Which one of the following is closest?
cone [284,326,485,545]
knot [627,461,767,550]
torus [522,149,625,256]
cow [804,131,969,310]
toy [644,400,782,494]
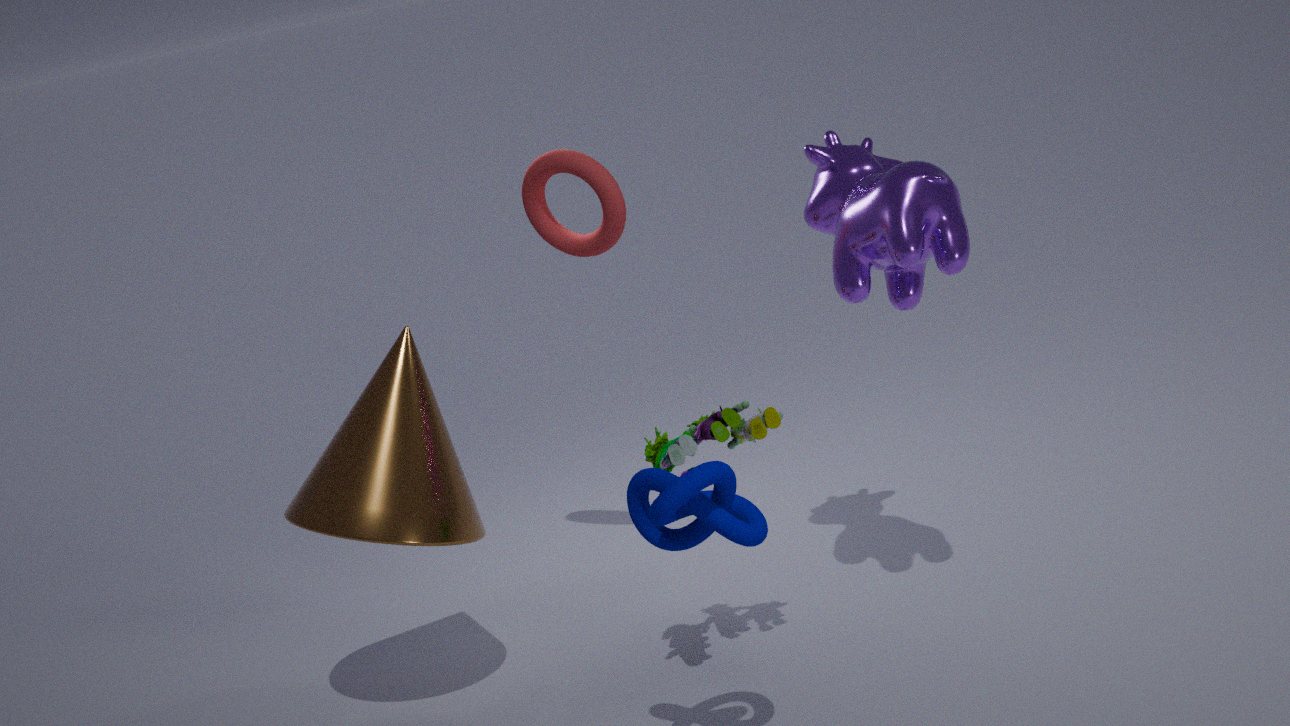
knot [627,461,767,550]
